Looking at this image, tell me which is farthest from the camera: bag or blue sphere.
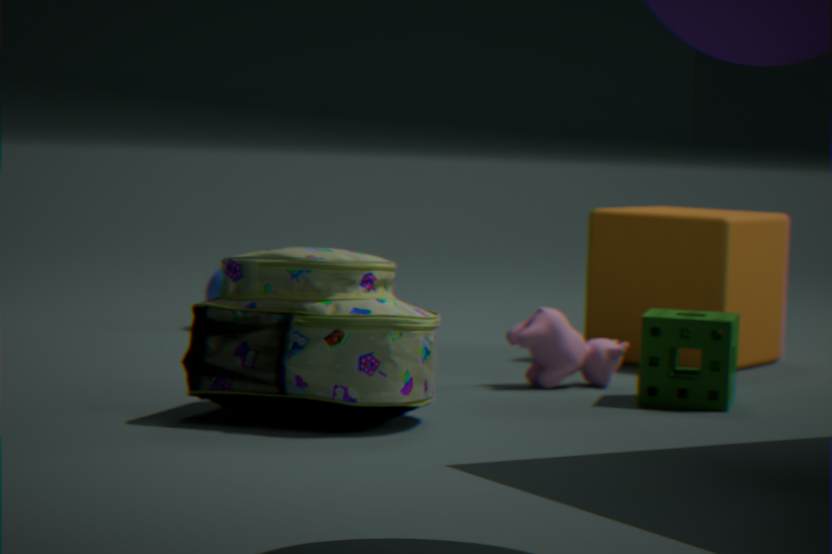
blue sphere
